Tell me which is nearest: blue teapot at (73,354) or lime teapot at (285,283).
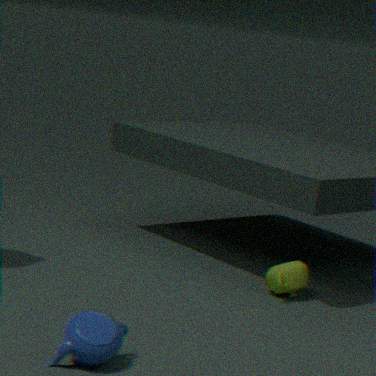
blue teapot at (73,354)
